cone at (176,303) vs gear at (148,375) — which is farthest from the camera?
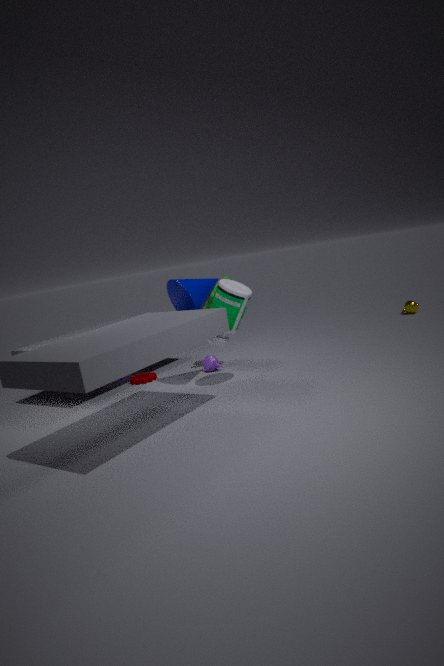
gear at (148,375)
